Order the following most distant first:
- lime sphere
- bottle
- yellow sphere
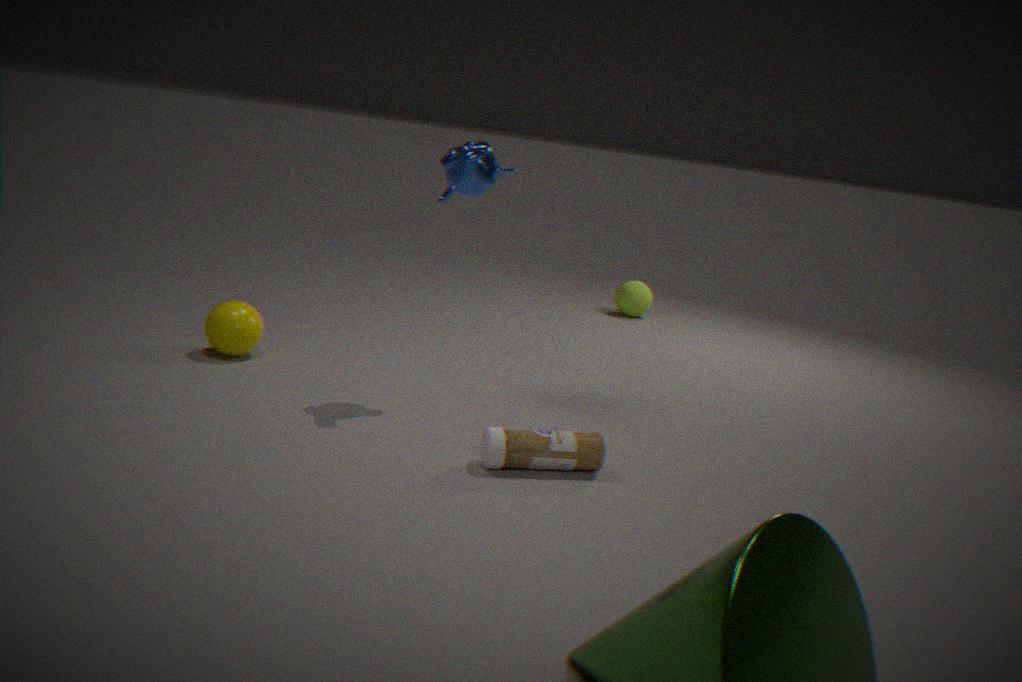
lime sphere
yellow sphere
bottle
